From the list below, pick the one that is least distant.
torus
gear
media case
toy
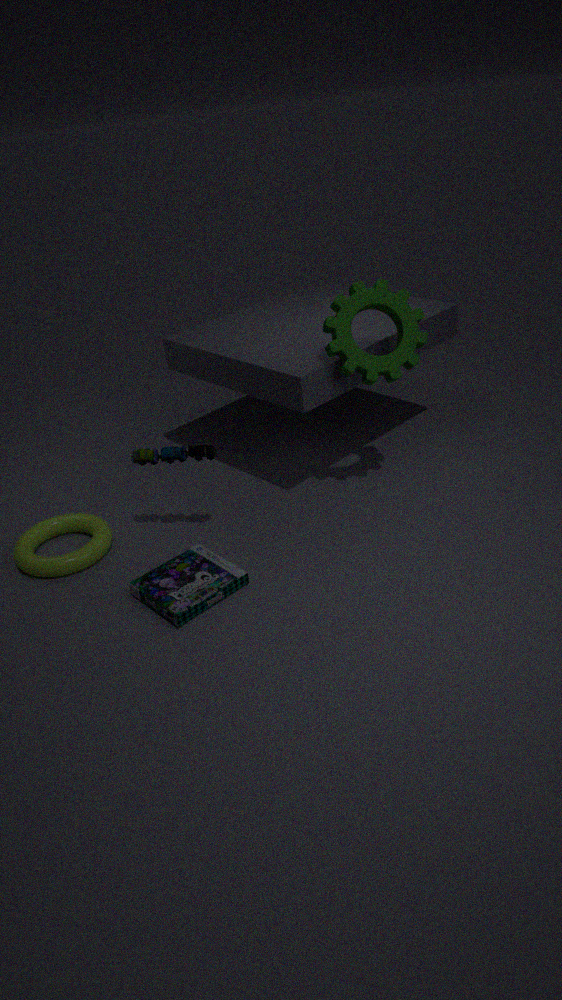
media case
